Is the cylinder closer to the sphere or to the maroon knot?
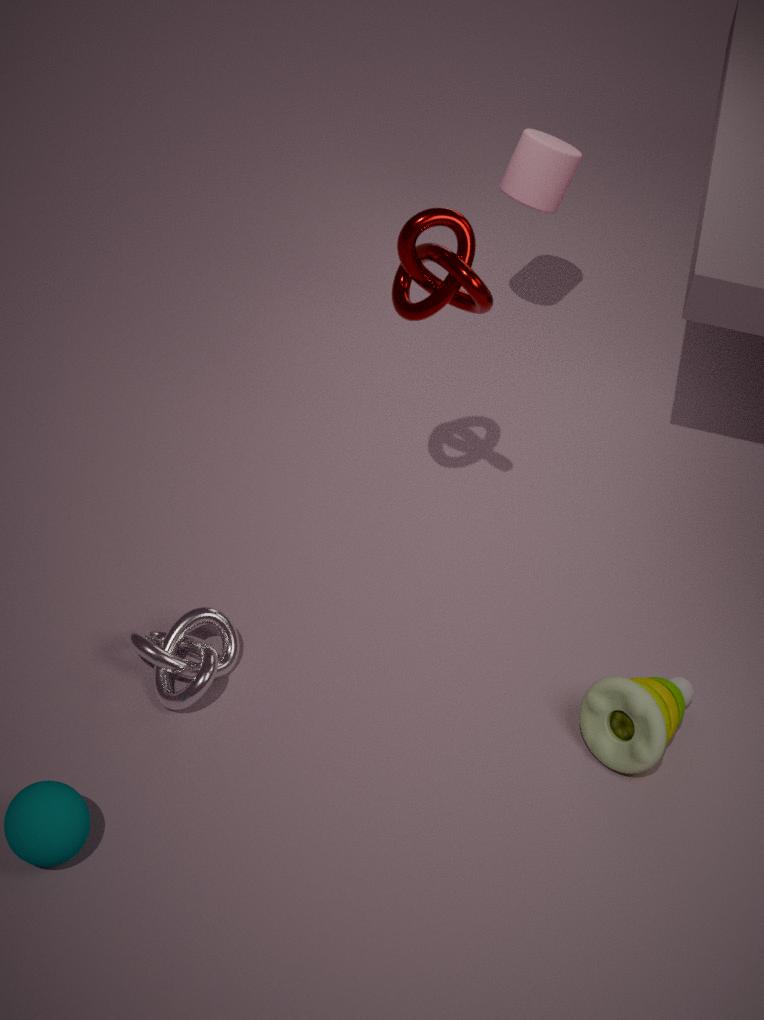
the maroon knot
